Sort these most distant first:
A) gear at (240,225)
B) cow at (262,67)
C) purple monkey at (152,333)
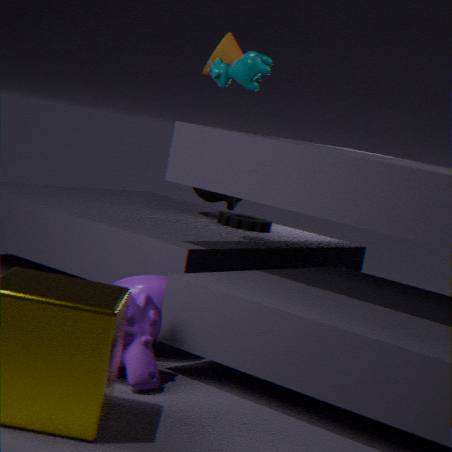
gear at (240,225) → cow at (262,67) → purple monkey at (152,333)
